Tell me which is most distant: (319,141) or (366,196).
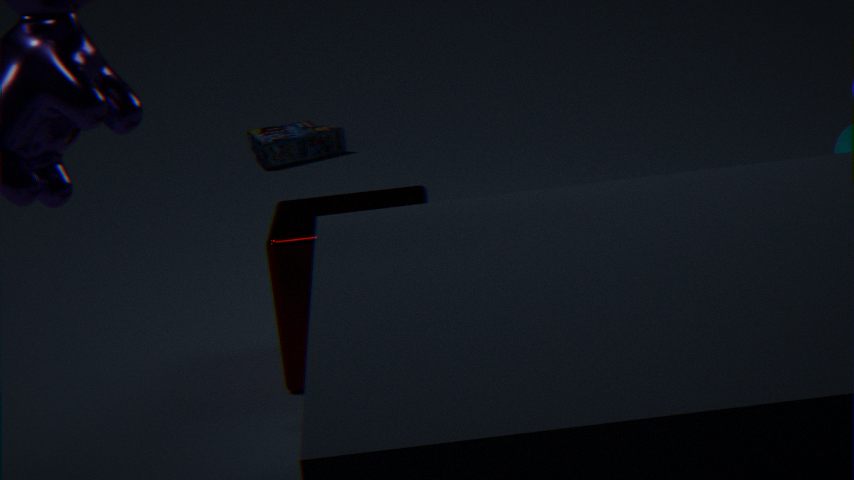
(319,141)
